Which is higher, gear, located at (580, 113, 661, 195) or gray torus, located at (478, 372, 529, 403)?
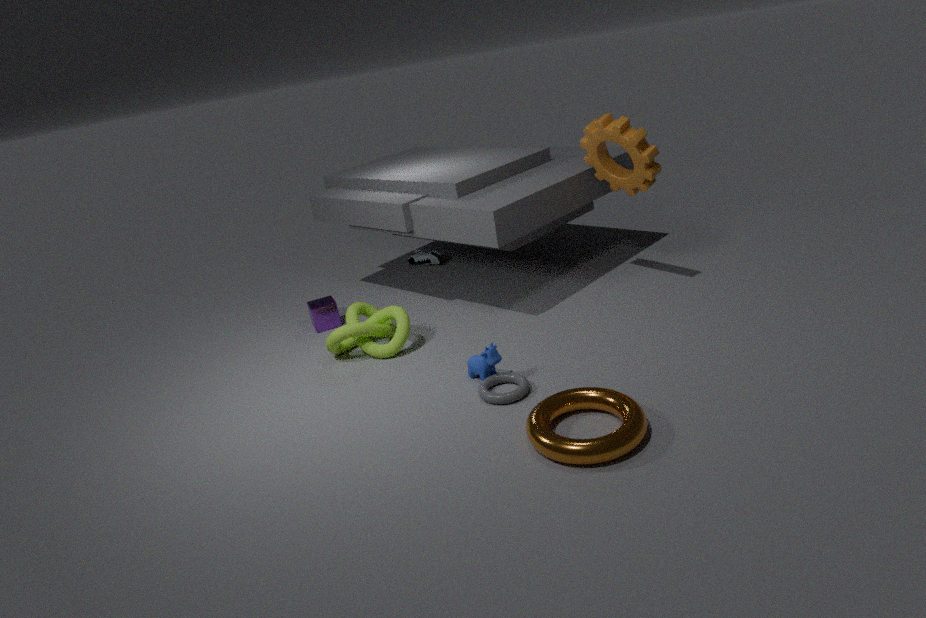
gear, located at (580, 113, 661, 195)
